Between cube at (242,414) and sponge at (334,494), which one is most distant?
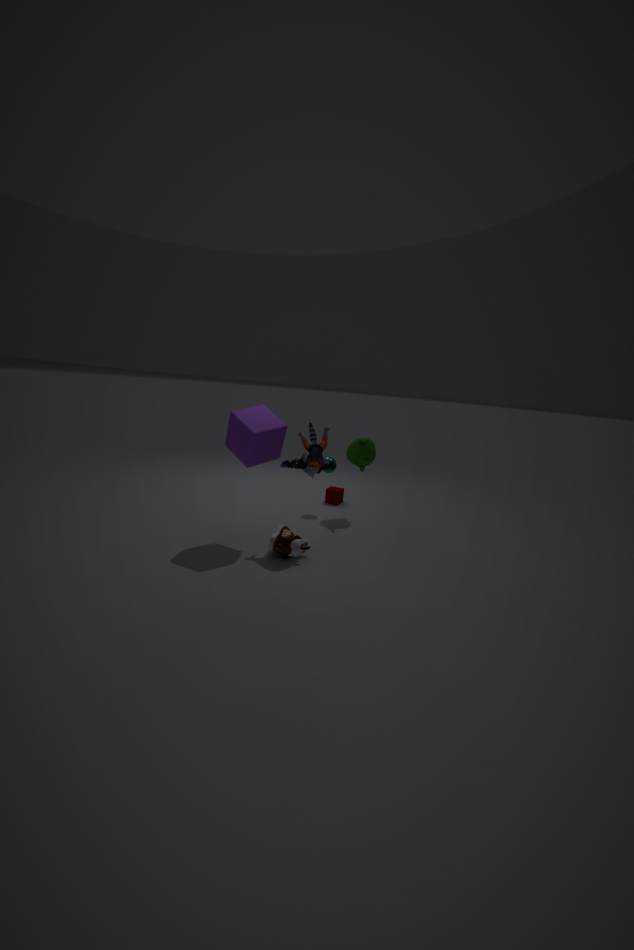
sponge at (334,494)
